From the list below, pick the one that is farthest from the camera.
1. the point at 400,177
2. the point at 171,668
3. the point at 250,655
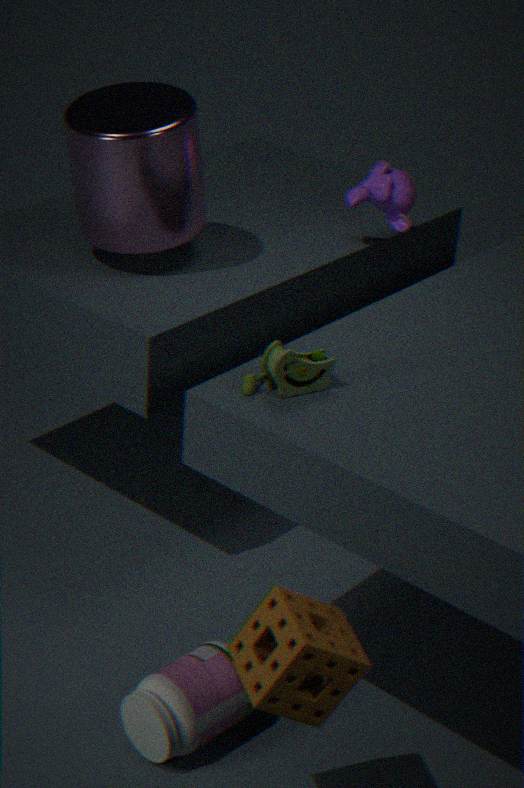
the point at 400,177
